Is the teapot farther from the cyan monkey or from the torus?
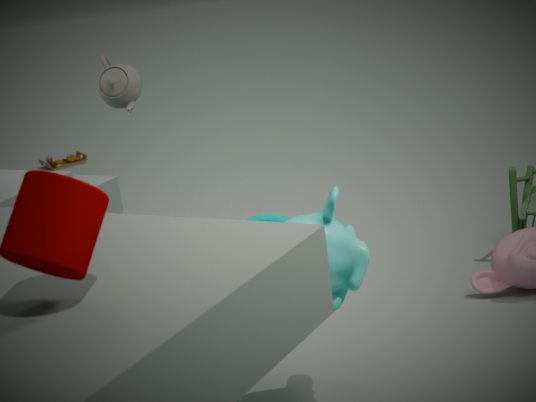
the cyan monkey
